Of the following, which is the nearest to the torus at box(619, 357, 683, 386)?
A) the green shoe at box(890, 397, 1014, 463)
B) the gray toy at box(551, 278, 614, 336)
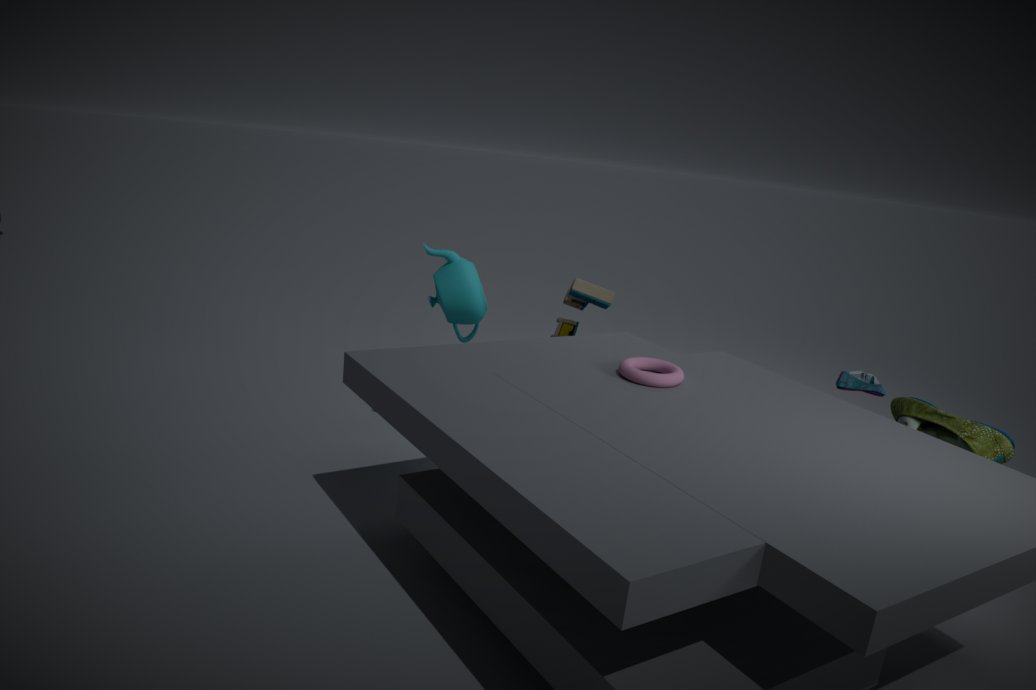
the gray toy at box(551, 278, 614, 336)
